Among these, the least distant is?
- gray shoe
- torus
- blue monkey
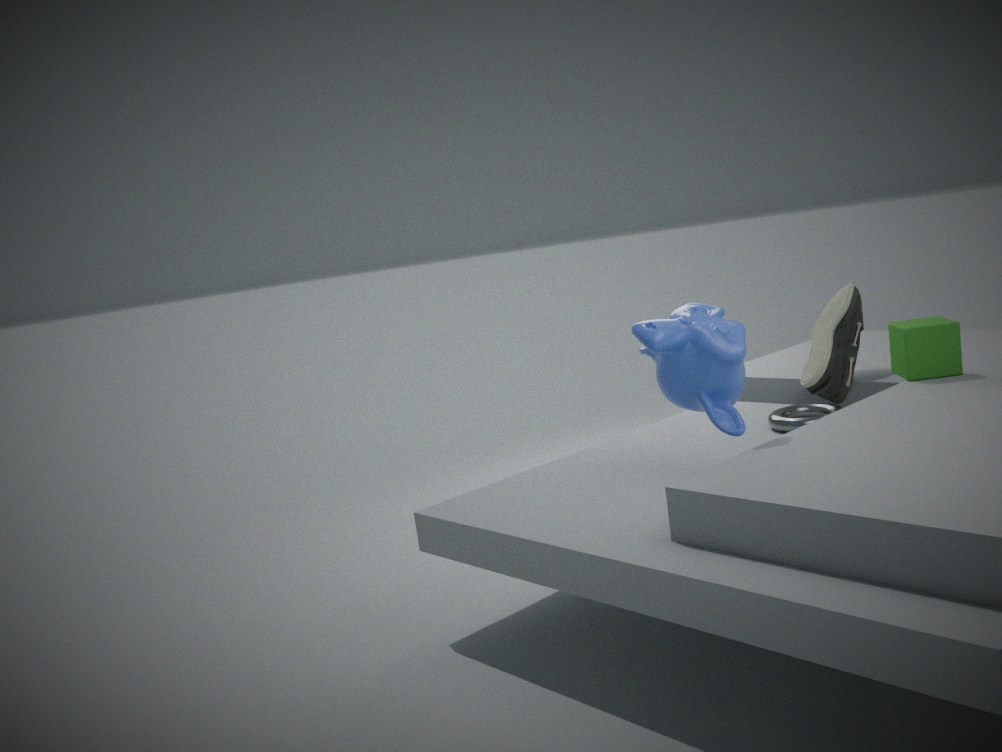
blue monkey
